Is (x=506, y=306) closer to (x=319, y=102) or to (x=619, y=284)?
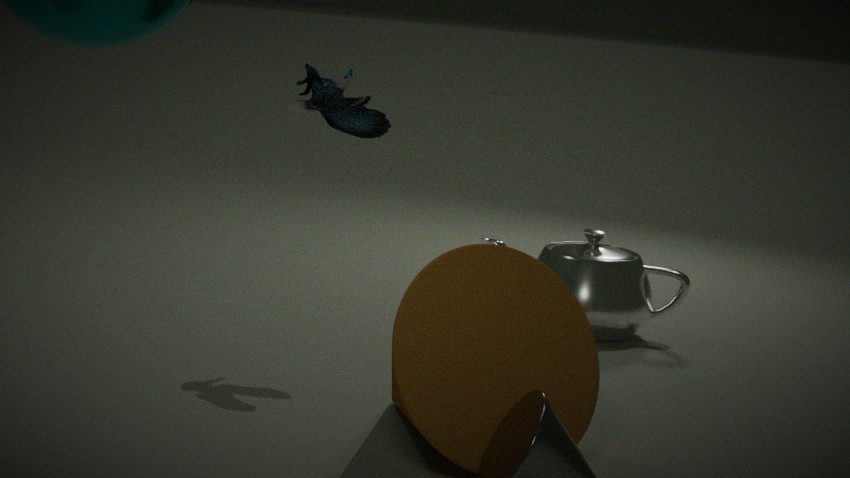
(x=319, y=102)
